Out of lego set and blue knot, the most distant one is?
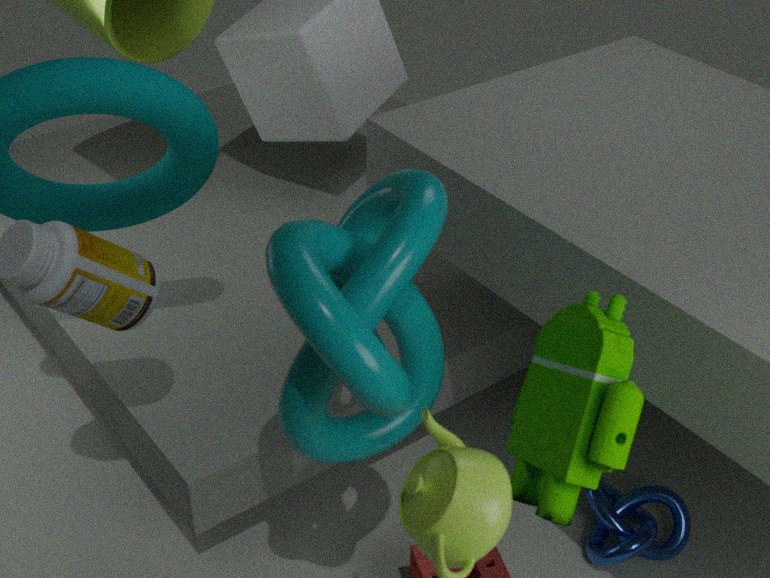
blue knot
